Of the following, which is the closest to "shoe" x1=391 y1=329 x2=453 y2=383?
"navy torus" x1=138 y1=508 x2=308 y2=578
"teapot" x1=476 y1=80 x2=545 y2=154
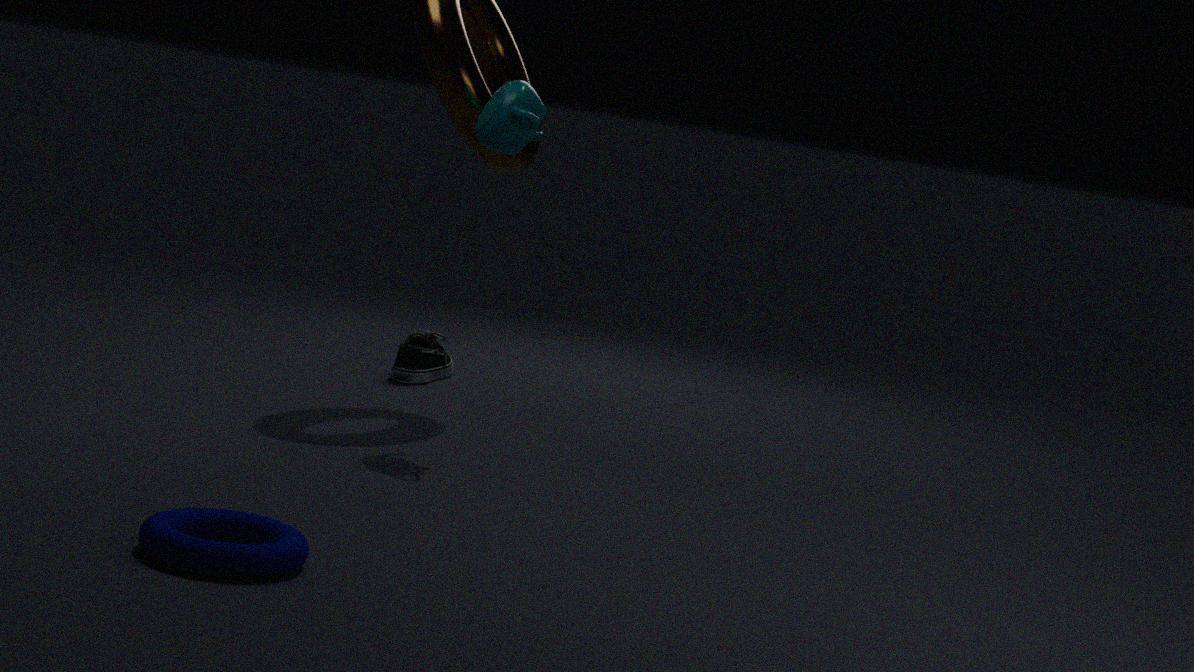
"teapot" x1=476 y1=80 x2=545 y2=154
